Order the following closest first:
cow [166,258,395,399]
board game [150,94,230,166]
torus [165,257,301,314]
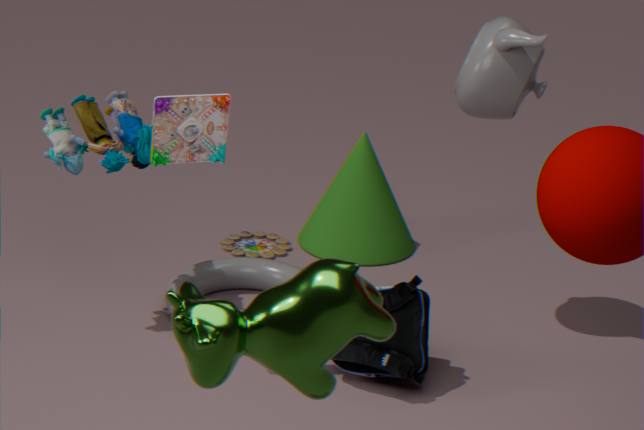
cow [166,258,395,399]
board game [150,94,230,166]
torus [165,257,301,314]
